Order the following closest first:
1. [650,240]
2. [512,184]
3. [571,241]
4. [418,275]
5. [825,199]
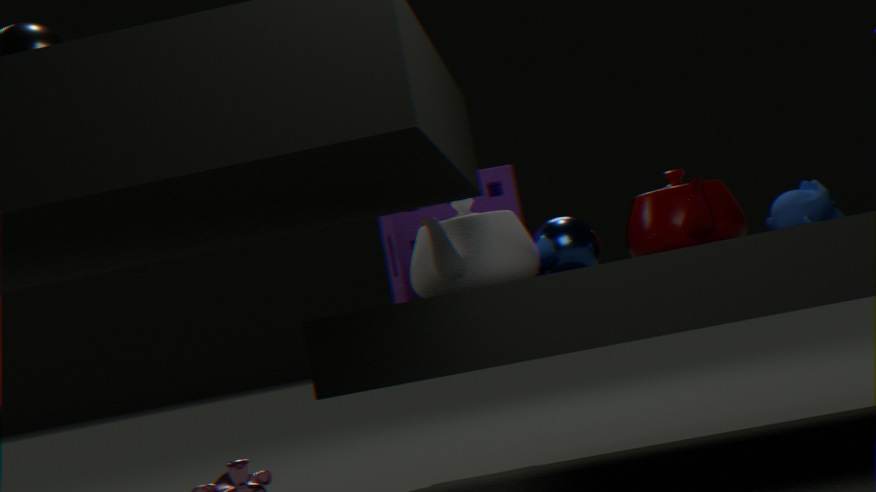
1. [418,275]
2. [825,199]
3. [571,241]
4. [650,240]
5. [512,184]
